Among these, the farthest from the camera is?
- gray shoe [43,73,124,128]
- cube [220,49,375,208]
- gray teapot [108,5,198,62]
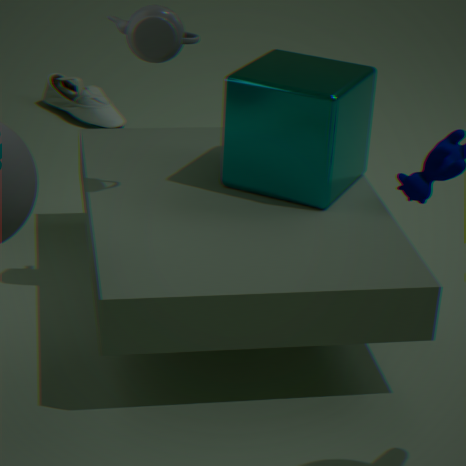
gray shoe [43,73,124,128]
